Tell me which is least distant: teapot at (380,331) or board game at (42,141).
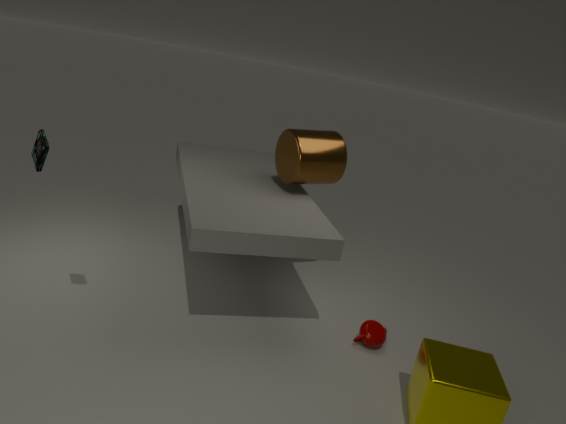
board game at (42,141)
